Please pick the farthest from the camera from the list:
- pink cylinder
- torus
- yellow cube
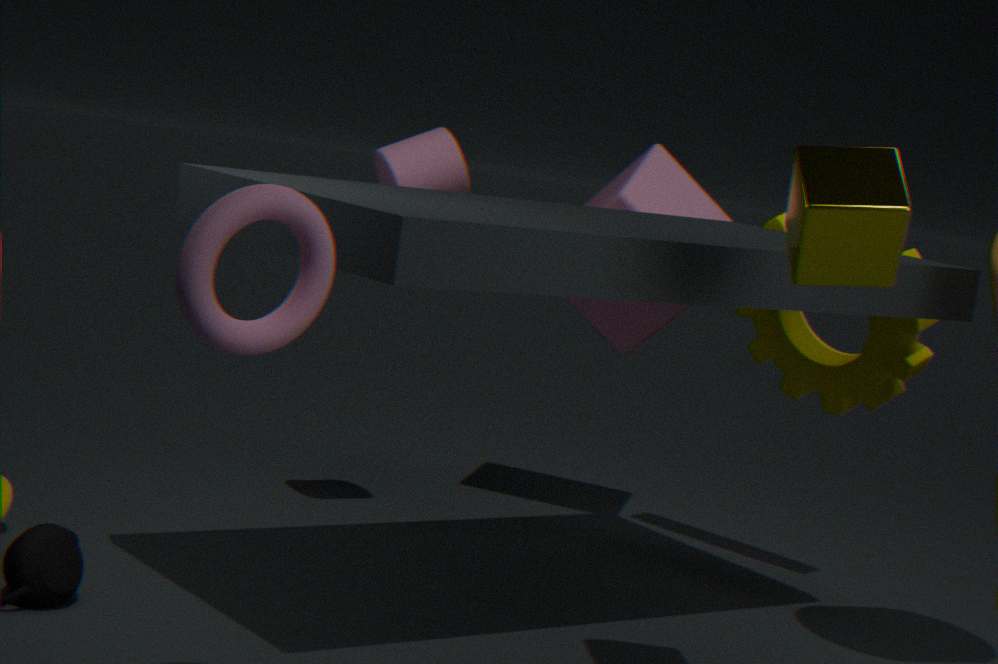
pink cylinder
